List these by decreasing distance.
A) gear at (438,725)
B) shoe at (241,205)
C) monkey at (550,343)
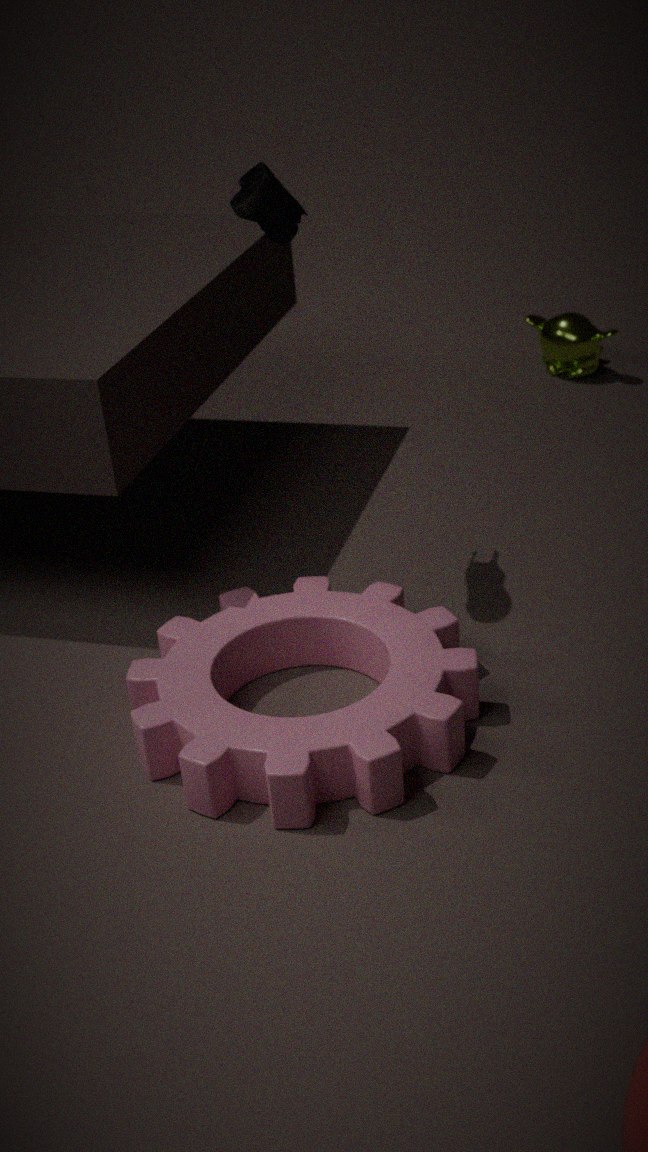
1. monkey at (550,343)
2. shoe at (241,205)
3. gear at (438,725)
